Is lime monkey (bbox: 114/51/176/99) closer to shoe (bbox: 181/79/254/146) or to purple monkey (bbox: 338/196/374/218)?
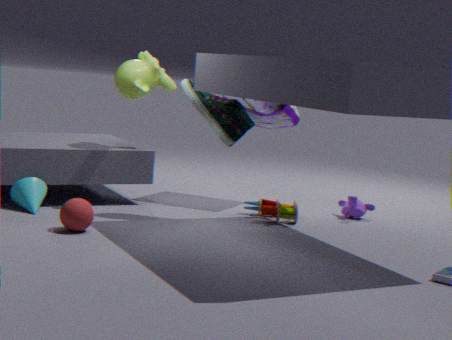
shoe (bbox: 181/79/254/146)
